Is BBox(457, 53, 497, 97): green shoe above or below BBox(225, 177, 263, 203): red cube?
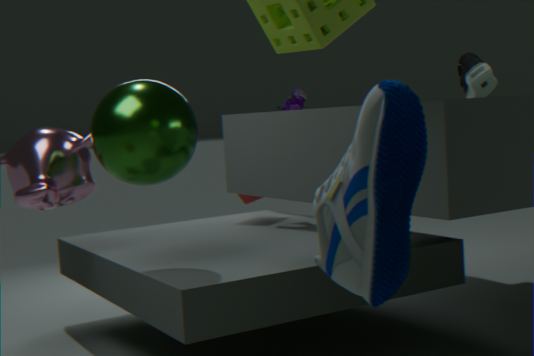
above
